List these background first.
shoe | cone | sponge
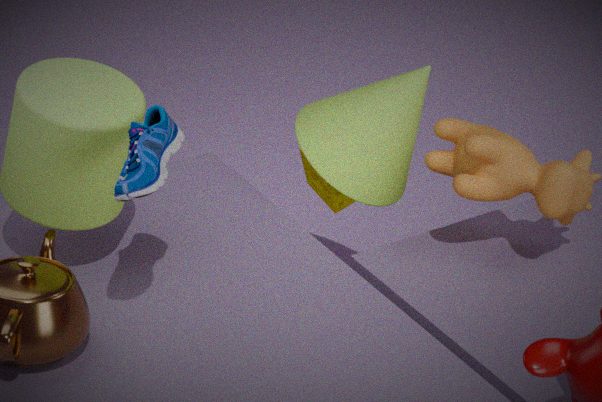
sponge → cone → shoe
